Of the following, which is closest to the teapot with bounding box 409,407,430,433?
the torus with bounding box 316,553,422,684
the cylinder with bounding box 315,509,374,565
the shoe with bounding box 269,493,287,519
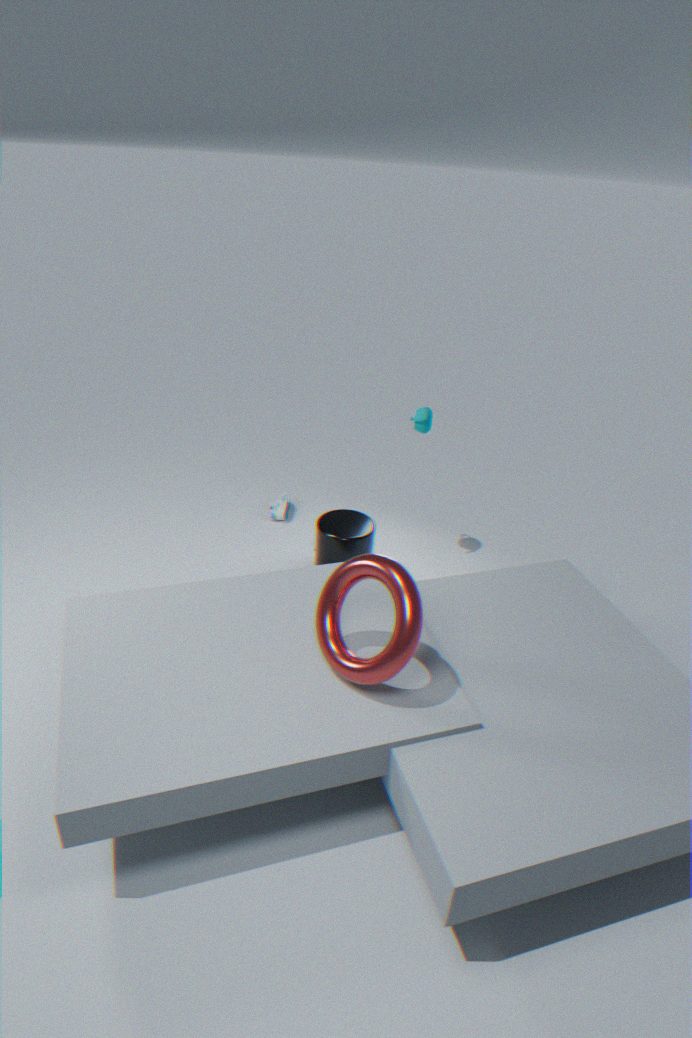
the cylinder with bounding box 315,509,374,565
